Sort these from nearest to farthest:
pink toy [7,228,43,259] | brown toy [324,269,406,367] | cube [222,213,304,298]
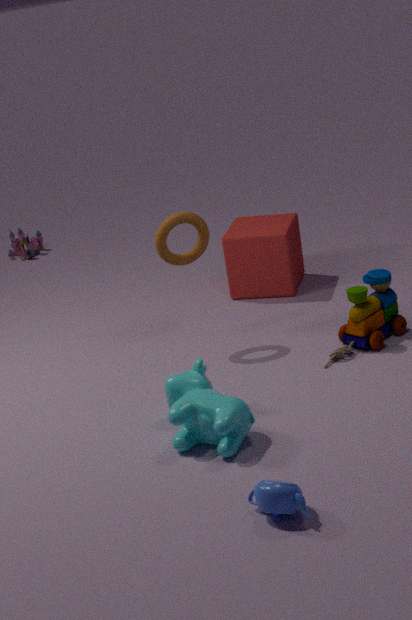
brown toy [324,269,406,367] → cube [222,213,304,298] → pink toy [7,228,43,259]
